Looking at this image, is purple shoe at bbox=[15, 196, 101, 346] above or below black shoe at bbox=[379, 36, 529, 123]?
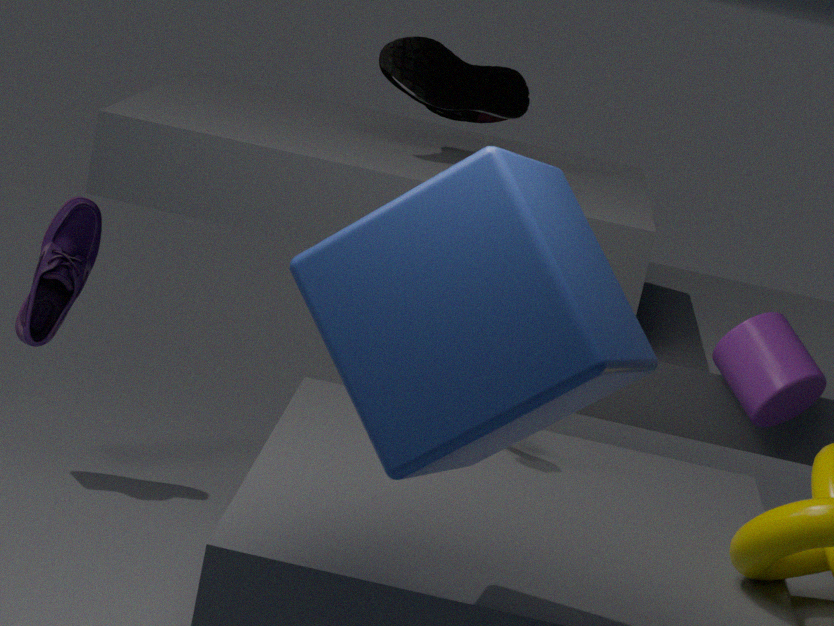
below
